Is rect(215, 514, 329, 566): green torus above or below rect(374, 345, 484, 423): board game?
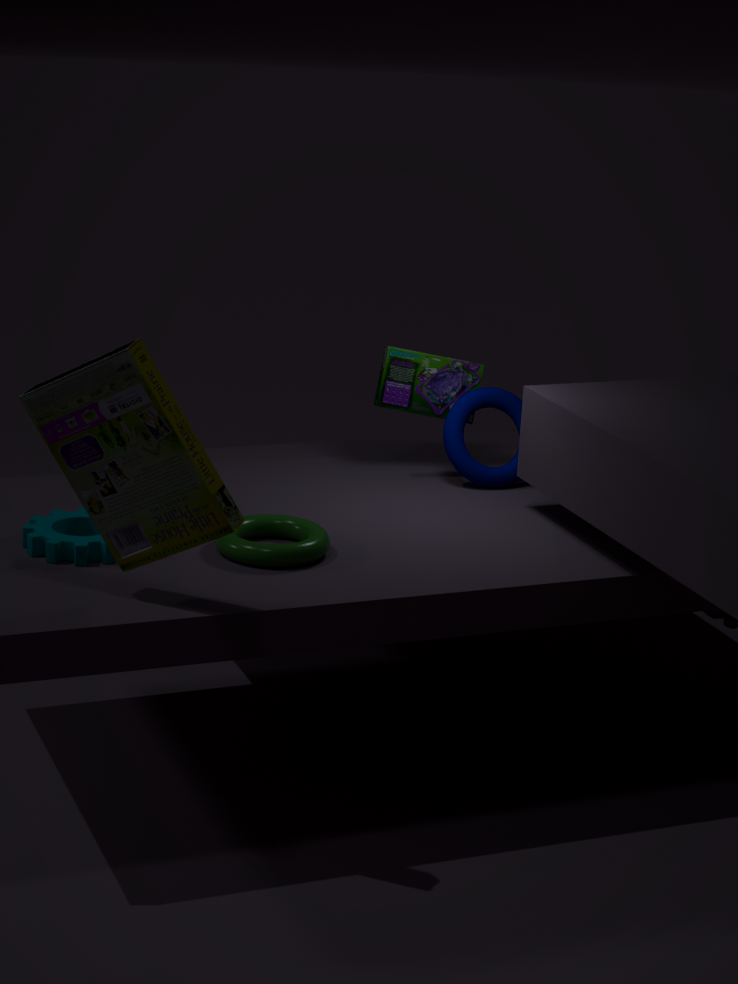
below
